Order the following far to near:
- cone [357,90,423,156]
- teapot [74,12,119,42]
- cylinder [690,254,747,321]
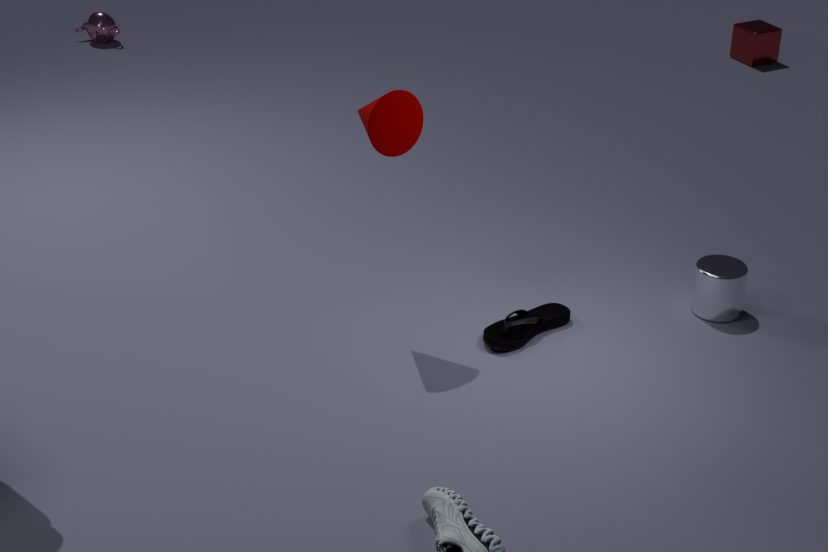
teapot [74,12,119,42] → cylinder [690,254,747,321] → cone [357,90,423,156]
